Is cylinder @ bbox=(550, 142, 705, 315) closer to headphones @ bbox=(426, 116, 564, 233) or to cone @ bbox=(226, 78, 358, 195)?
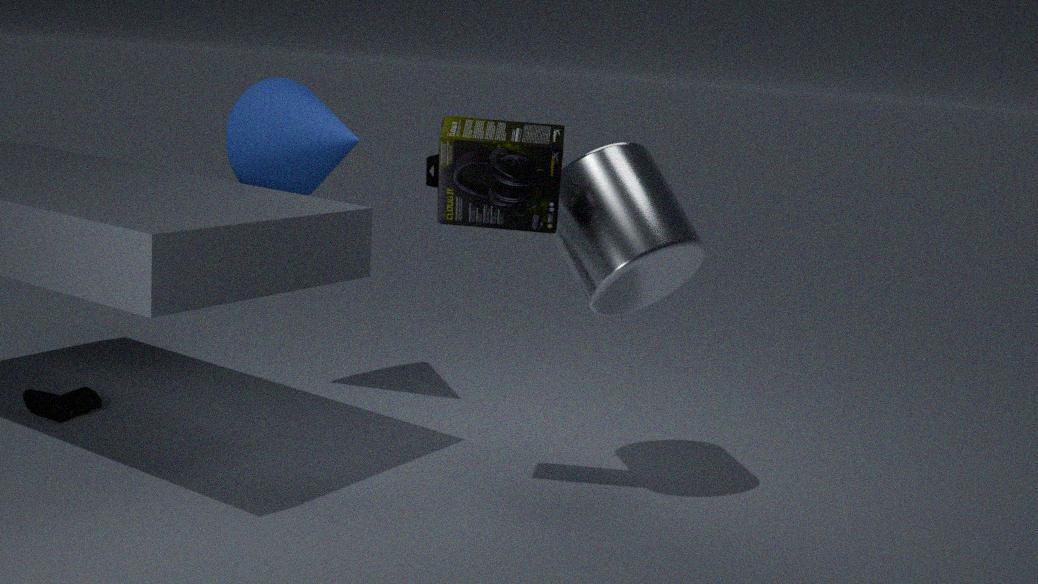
headphones @ bbox=(426, 116, 564, 233)
